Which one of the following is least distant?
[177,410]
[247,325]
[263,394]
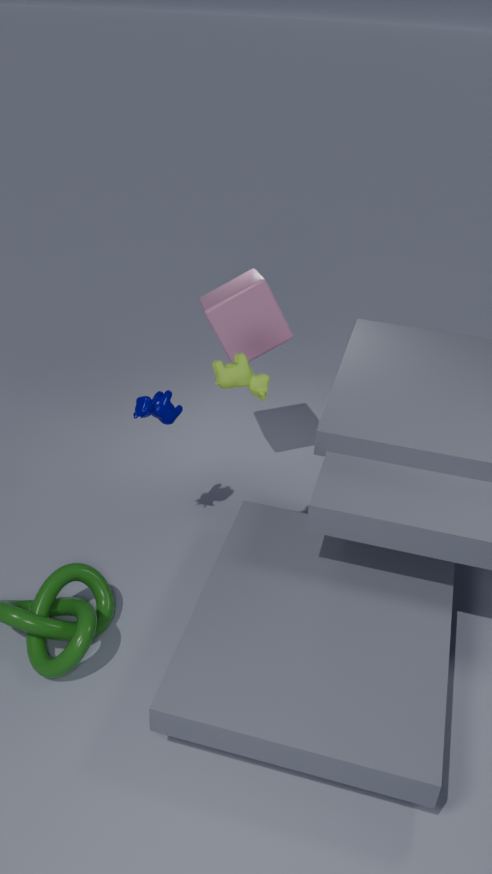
[263,394]
